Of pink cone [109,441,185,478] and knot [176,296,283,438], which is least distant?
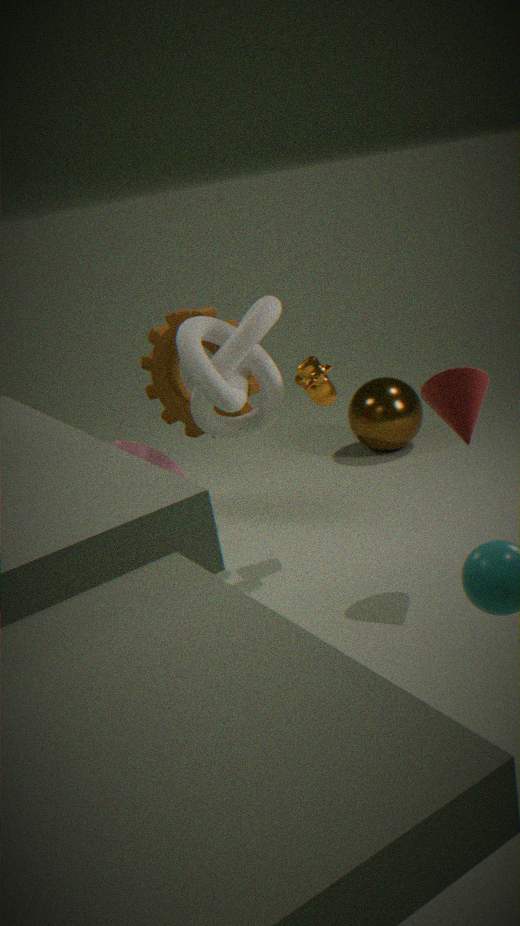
knot [176,296,283,438]
